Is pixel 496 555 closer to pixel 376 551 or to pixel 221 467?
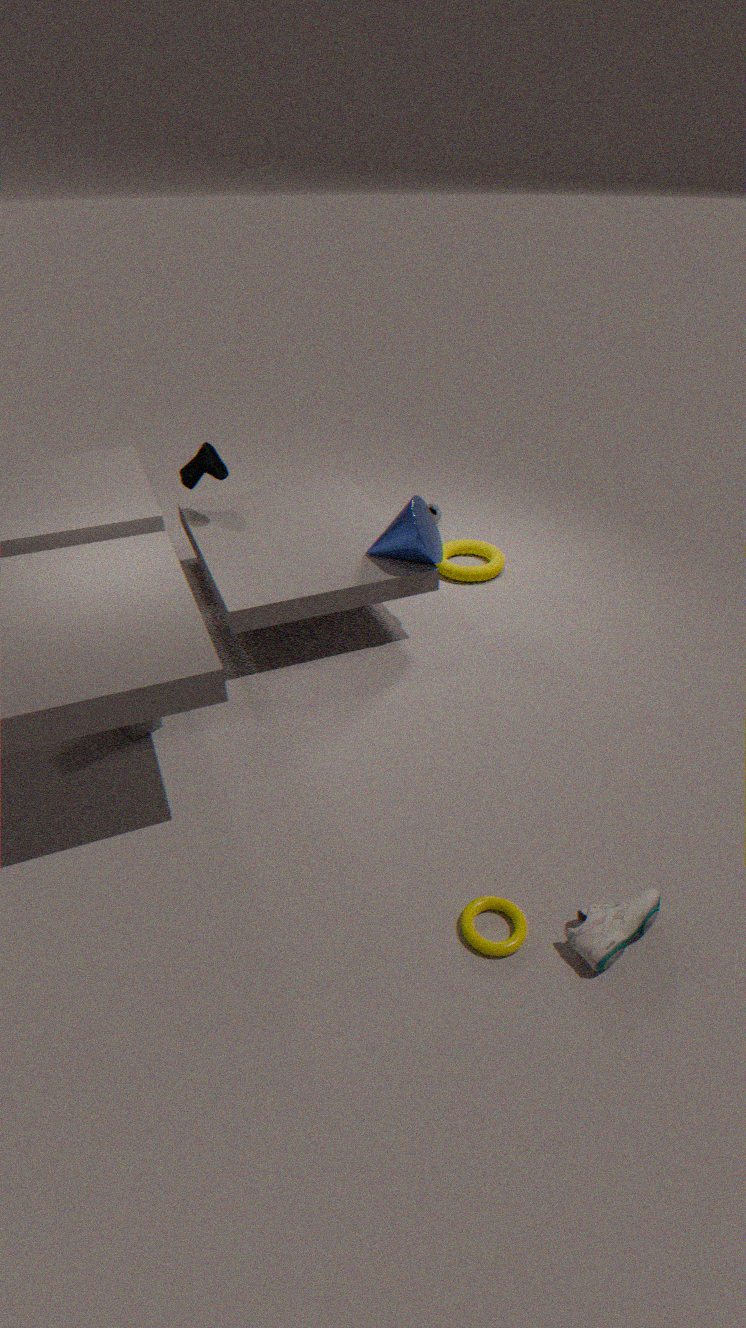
pixel 376 551
